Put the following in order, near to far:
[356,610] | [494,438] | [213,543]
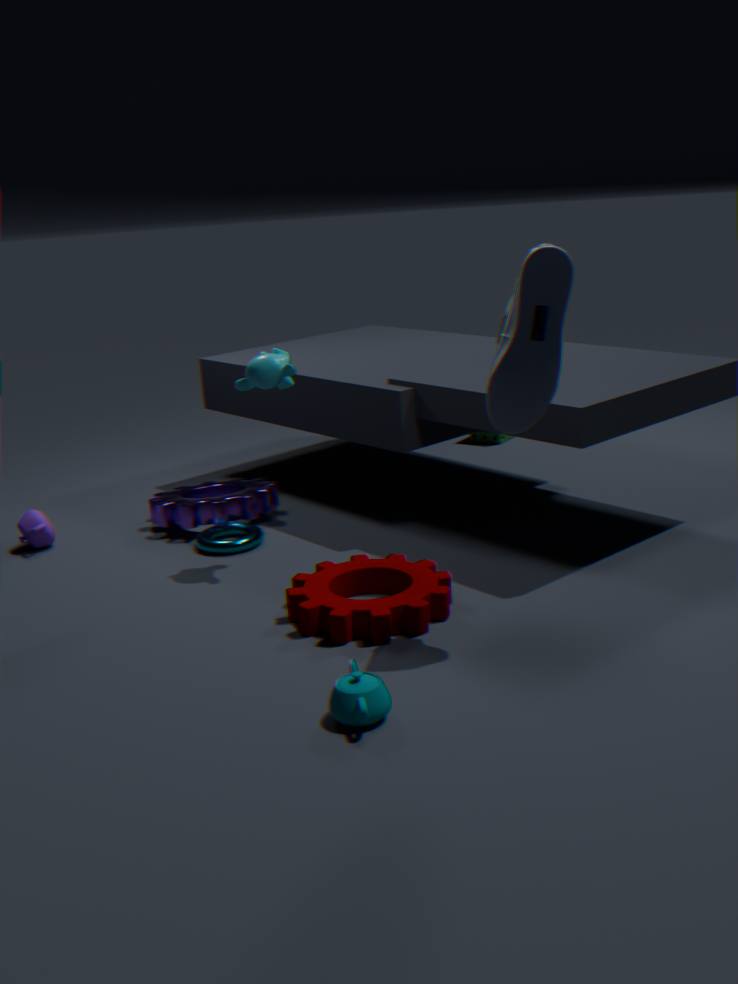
[356,610] < [213,543] < [494,438]
